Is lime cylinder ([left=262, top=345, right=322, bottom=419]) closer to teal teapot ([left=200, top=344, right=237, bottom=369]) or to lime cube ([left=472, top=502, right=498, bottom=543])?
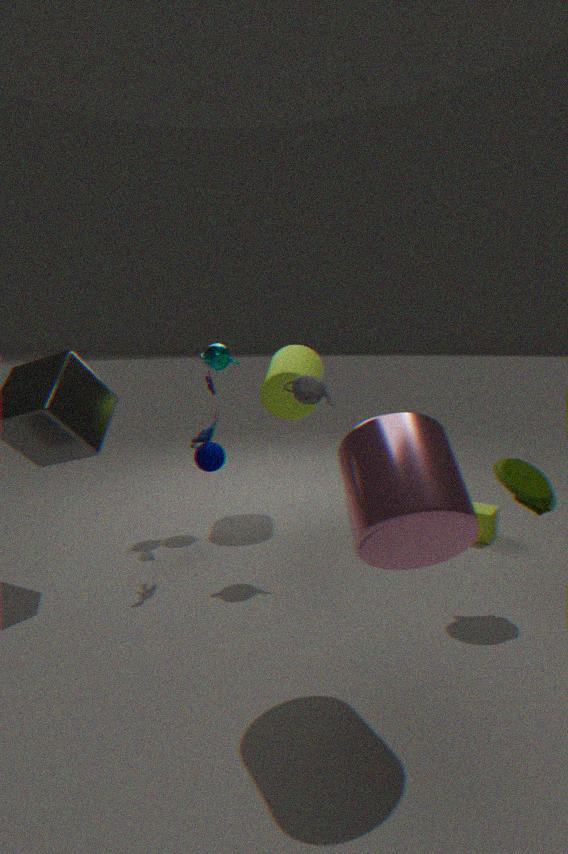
teal teapot ([left=200, top=344, right=237, bottom=369])
